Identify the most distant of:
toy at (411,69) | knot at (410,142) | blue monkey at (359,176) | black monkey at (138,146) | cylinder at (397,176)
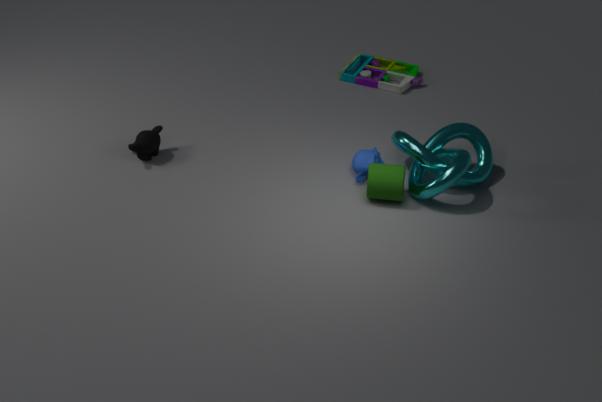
toy at (411,69)
